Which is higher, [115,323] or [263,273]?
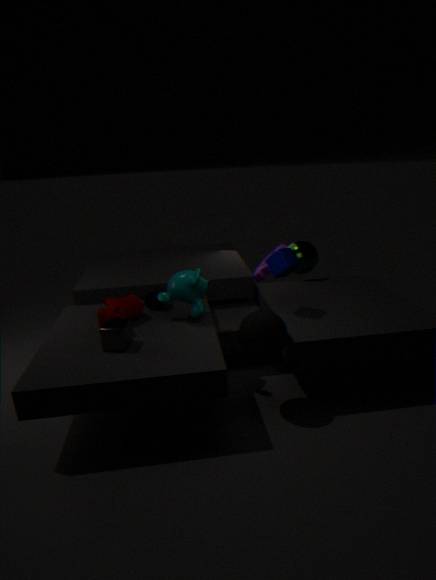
[115,323]
